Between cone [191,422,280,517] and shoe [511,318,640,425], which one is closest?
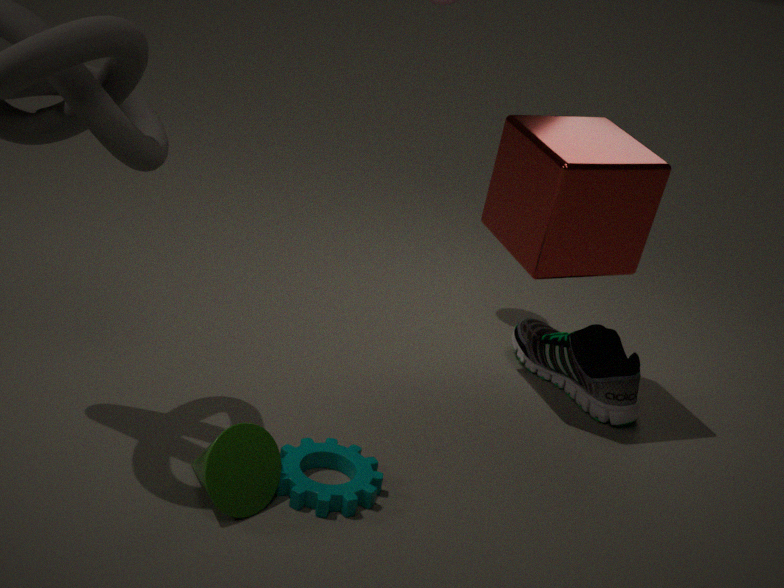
cone [191,422,280,517]
